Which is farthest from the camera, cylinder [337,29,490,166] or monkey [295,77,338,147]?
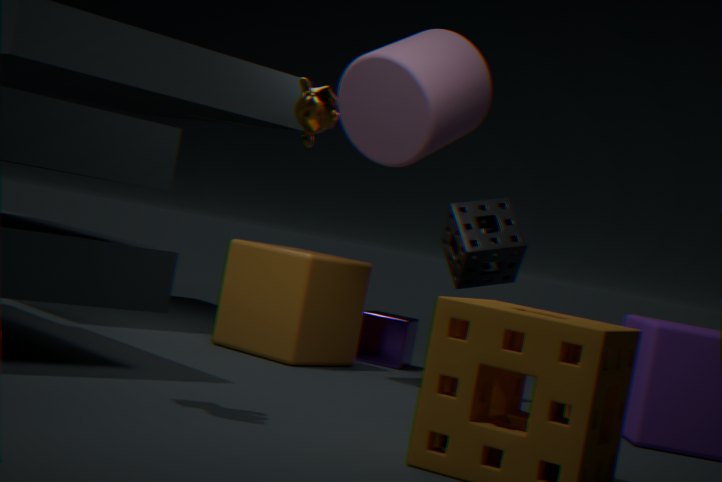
monkey [295,77,338,147]
